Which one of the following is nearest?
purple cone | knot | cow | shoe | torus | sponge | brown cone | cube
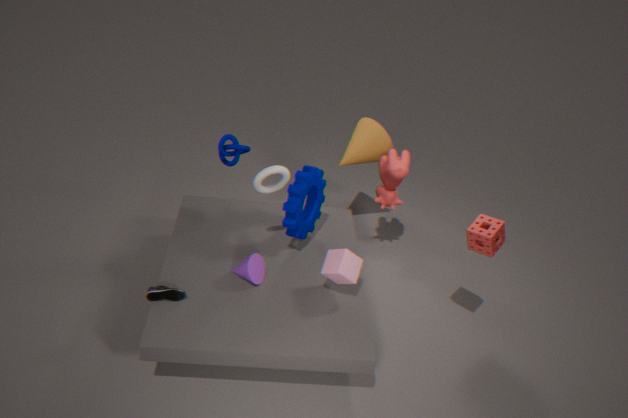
shoe
